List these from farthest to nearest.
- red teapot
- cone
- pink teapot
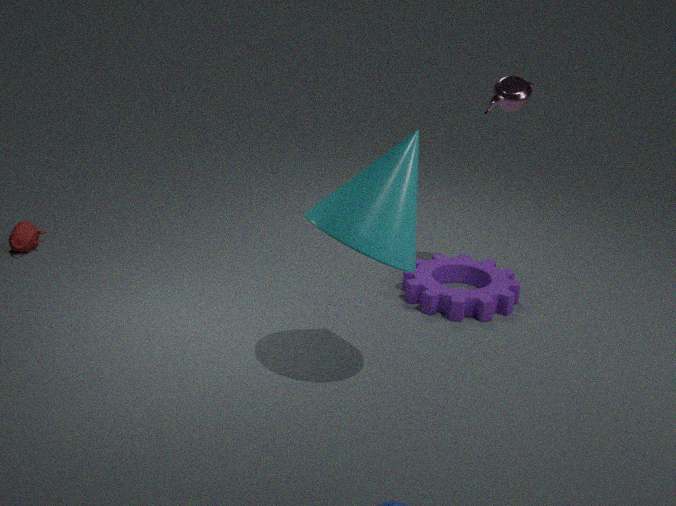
red teapot < pink teapot < cone
